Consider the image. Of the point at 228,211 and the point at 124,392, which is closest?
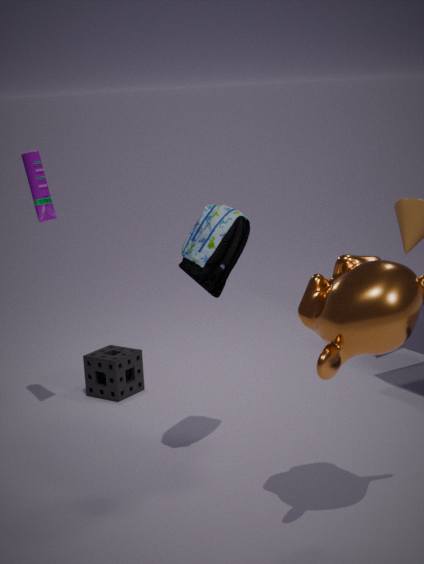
the point at 228,211
